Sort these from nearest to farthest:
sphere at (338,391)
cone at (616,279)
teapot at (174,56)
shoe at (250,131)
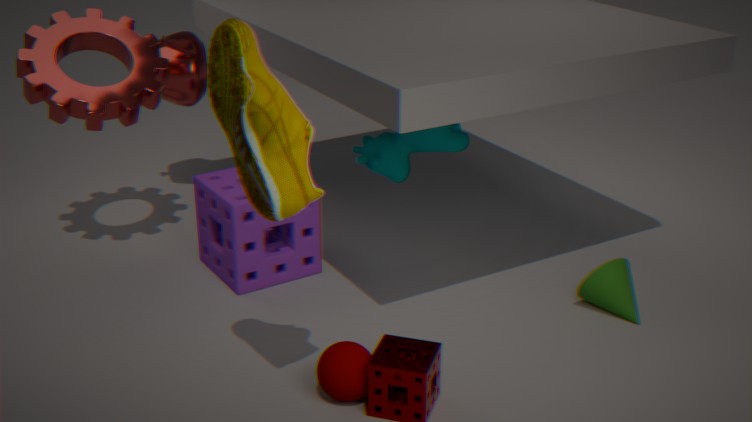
shoe at (250,131), sphere at (338,391), cone at (616,279), teapot at (174,56)
